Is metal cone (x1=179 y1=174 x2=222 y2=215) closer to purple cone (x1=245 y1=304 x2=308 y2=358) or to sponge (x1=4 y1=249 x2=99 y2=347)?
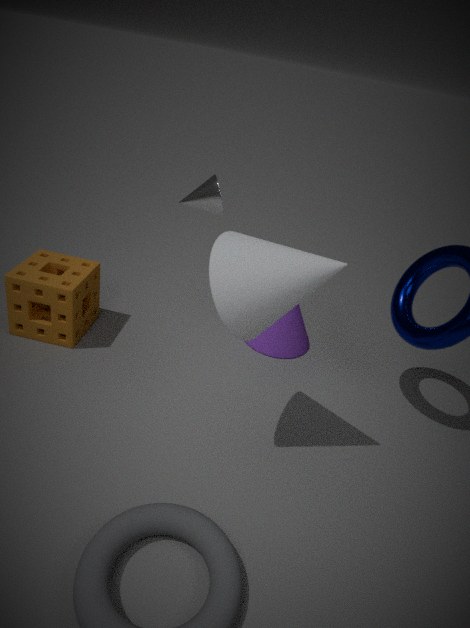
purple cone (x1=245 y1=304 x2=308 y2=358)
